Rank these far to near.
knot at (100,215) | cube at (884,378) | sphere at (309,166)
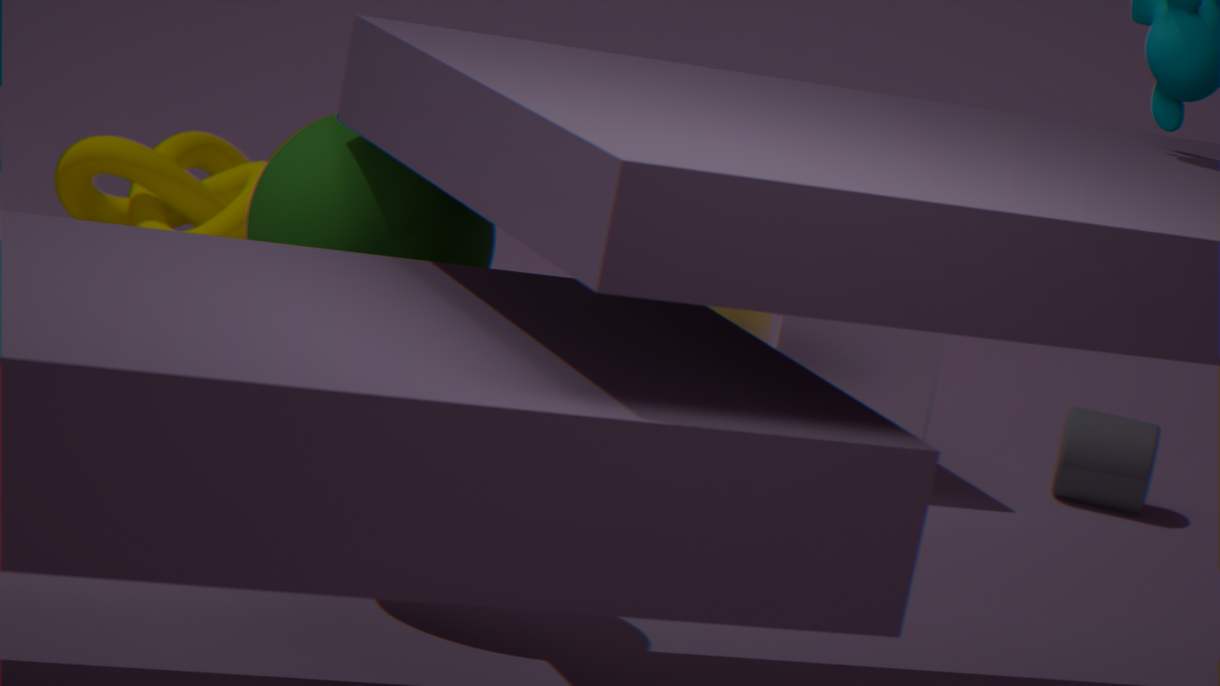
1. knot at (100,215)
2. cube at (884,378)
3. sphere at (309,166)
